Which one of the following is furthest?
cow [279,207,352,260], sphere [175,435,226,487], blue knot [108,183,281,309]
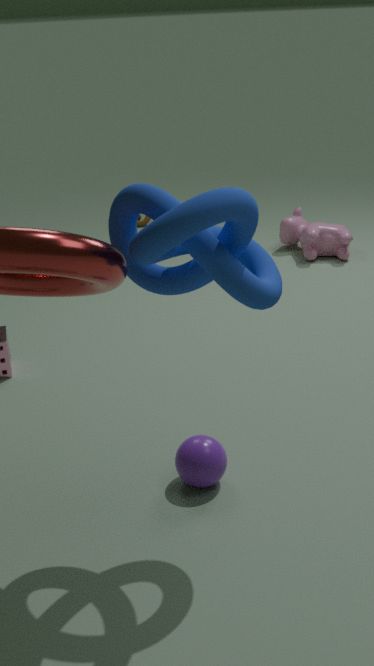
cow [279,207,352,260]
